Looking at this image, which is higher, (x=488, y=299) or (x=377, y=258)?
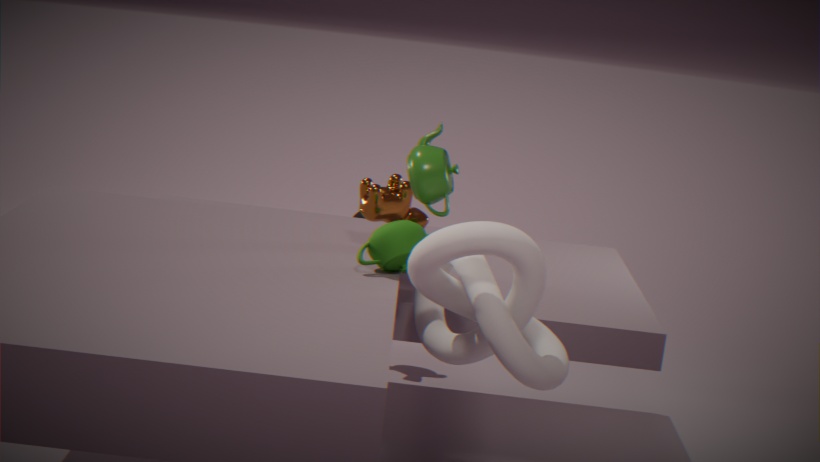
(x=377, y=258)
